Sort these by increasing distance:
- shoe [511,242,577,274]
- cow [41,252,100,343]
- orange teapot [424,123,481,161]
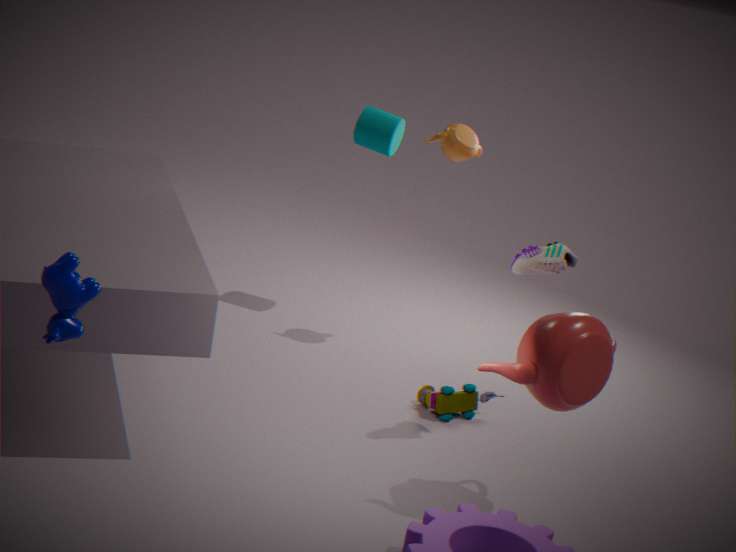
cow [41,252,100,343] < shoe [511,242,577,274] < orange teapot [424,123,481,161]
